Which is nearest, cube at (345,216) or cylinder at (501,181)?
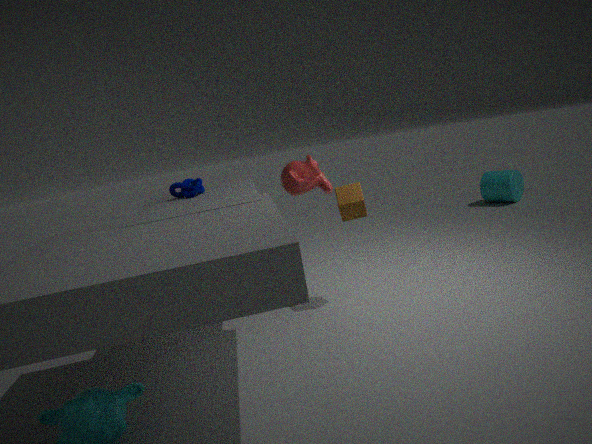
cube at (345,216)
